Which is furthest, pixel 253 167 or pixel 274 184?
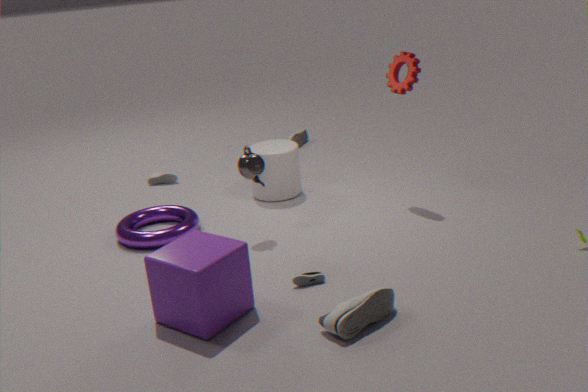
pixel 274 184
